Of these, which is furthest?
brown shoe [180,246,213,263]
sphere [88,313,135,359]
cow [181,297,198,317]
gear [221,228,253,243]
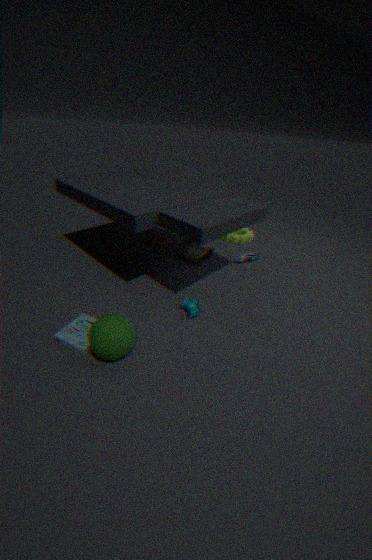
gear [221,228,253,243]
